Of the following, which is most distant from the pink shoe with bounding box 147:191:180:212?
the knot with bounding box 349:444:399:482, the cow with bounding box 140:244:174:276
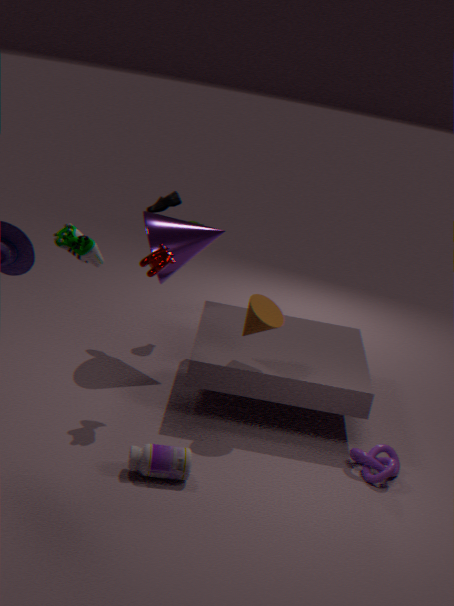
the knot with bounding box 349:444:399:482
